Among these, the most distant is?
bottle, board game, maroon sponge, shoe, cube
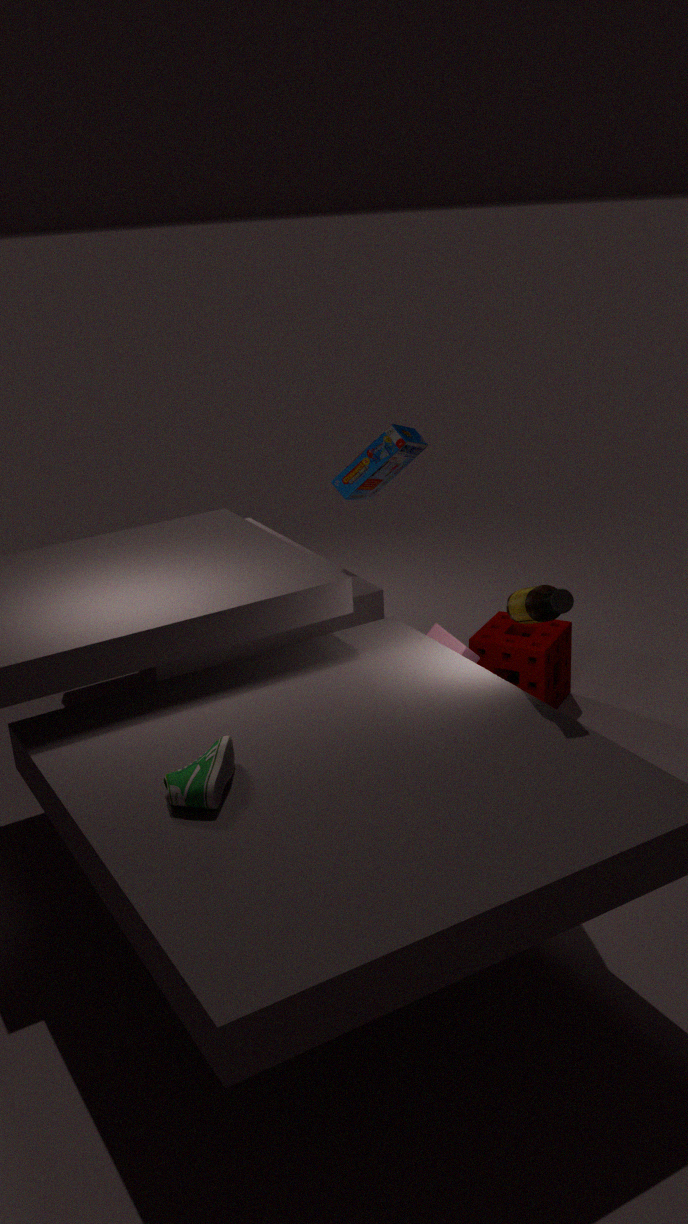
board game
